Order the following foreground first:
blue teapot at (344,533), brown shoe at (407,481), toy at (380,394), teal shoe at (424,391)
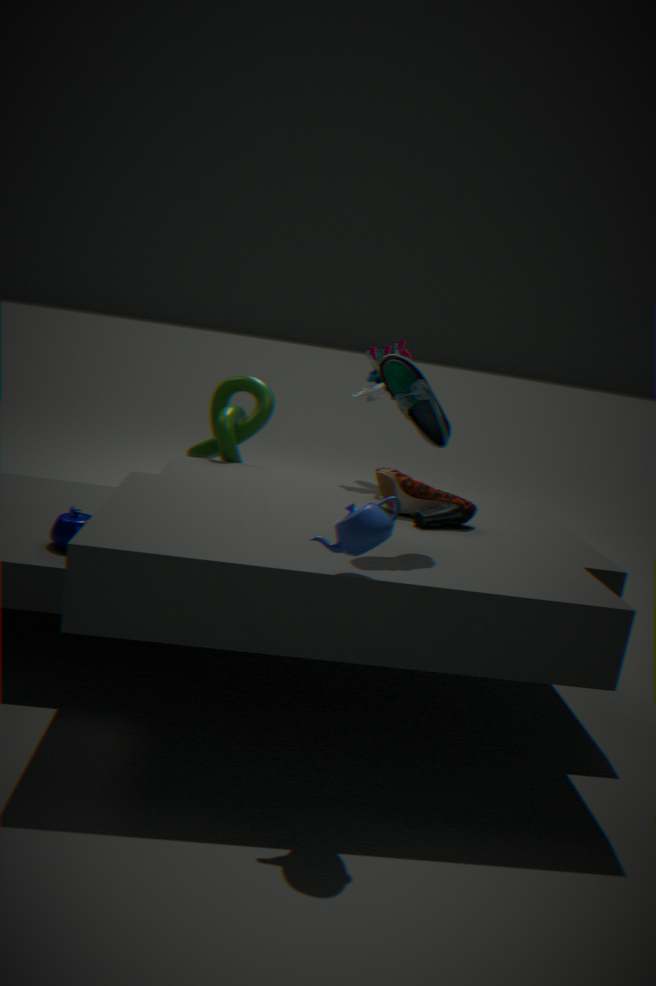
blue teapot at (344,533) → teal shoe at (424,391) → brown shoe at (407,481) → toy at (380,394)
